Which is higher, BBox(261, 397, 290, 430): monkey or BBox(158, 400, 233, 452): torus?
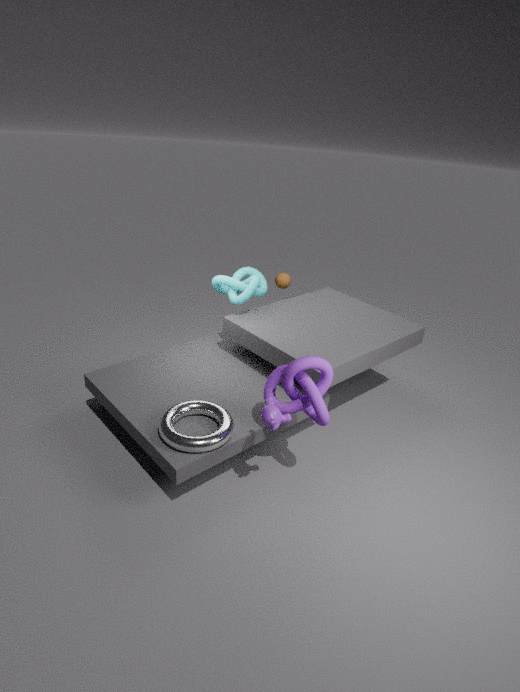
BBox(261, 397, 290, 430): monkey
